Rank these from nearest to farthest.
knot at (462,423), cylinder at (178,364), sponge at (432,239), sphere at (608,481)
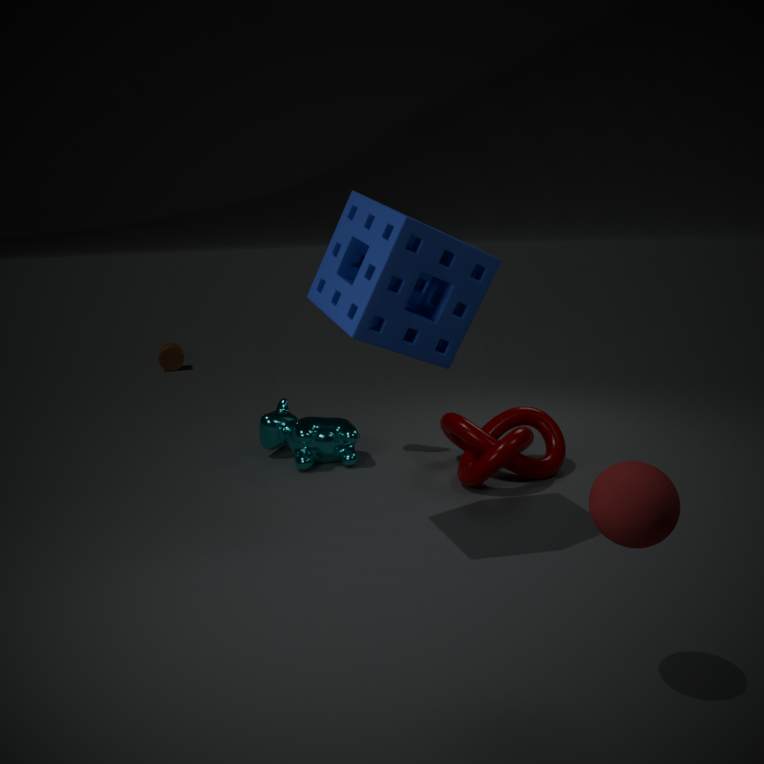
1. sphere at (608,481)
2. sponge at (432,239)
3. knot at (462,423)
4. cylinder at (178,364)
